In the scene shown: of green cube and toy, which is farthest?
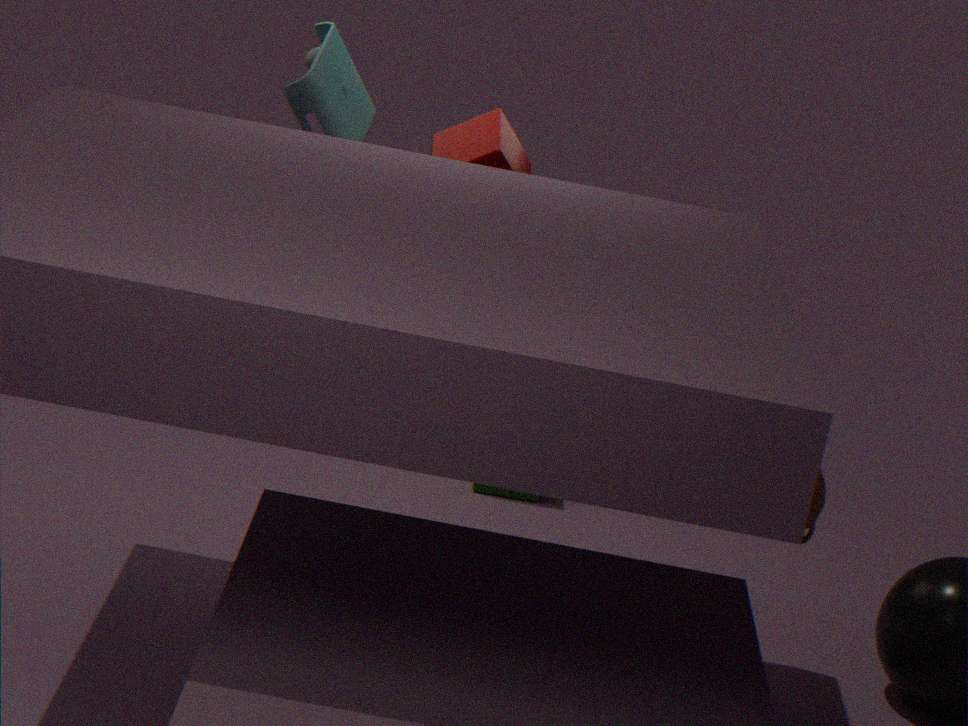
green cube
